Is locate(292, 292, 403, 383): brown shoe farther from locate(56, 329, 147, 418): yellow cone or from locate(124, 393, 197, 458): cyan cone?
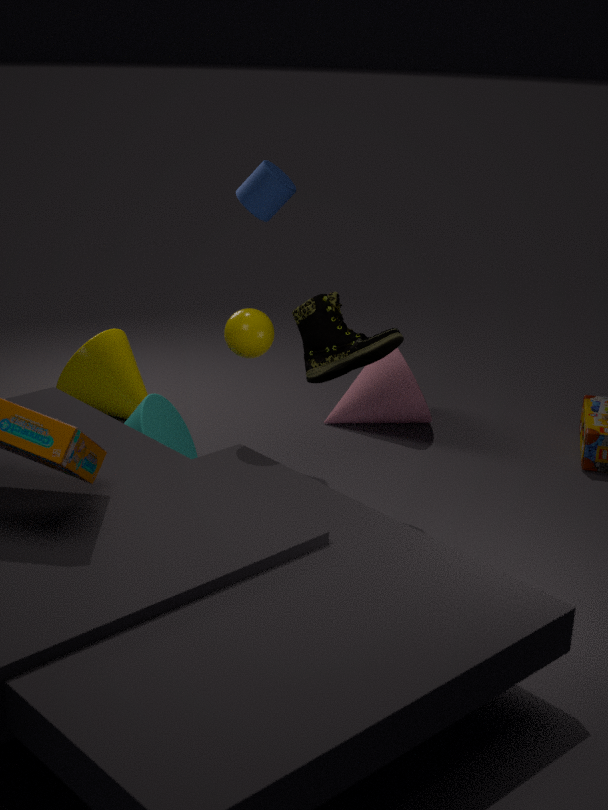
locate(56, 329, 147, 418): yellow cone
